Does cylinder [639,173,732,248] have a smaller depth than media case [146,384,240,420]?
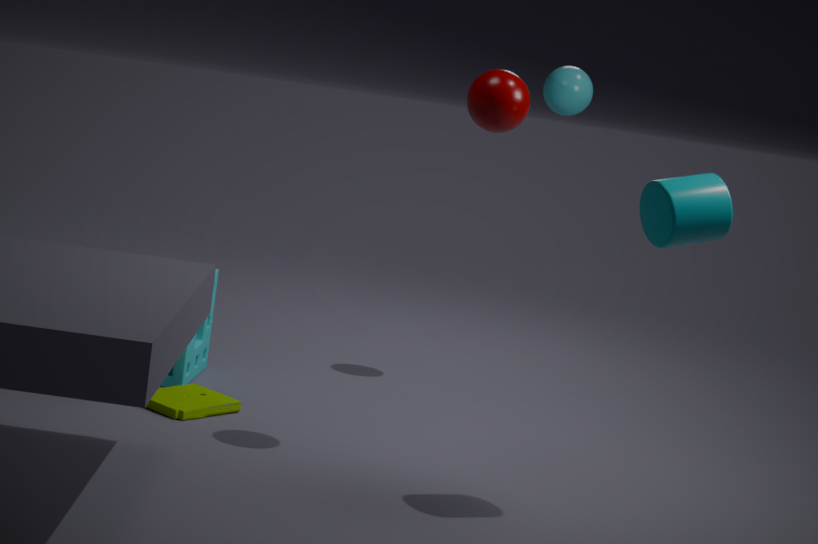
Yes
